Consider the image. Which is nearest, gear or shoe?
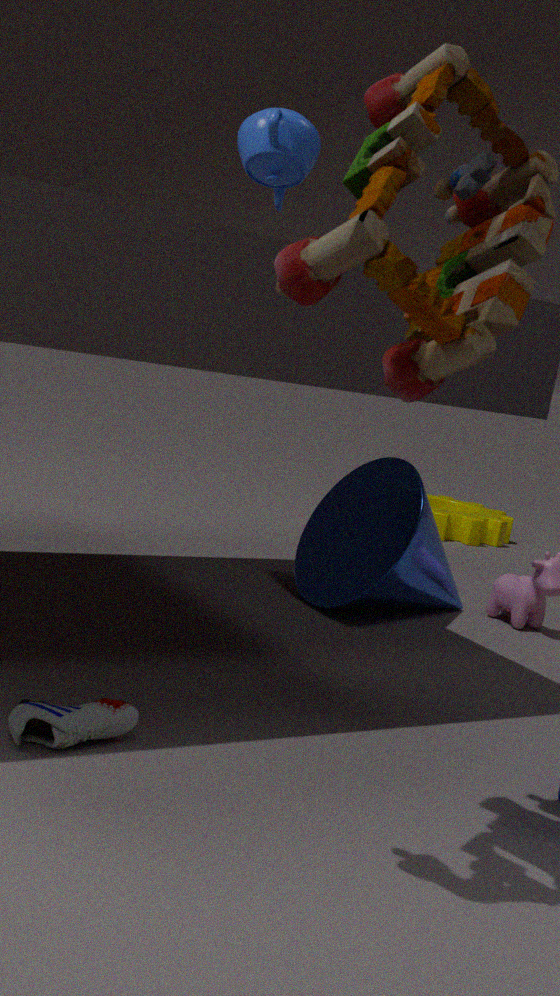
shoe
